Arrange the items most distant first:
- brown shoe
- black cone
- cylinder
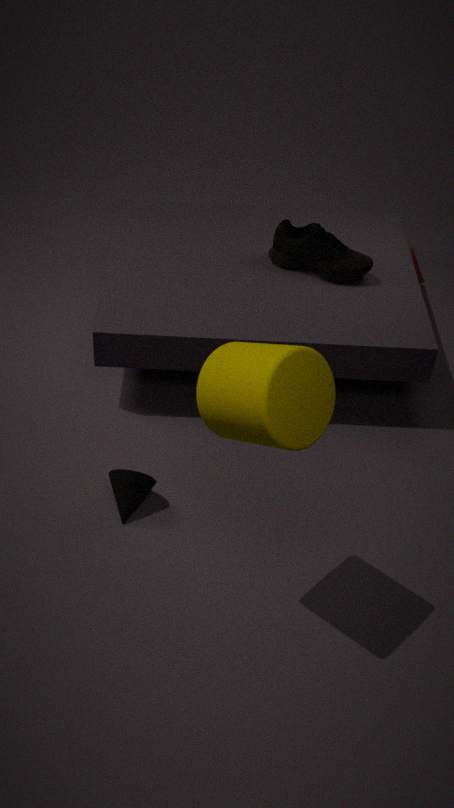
brown shoe
black cone
cylinder
